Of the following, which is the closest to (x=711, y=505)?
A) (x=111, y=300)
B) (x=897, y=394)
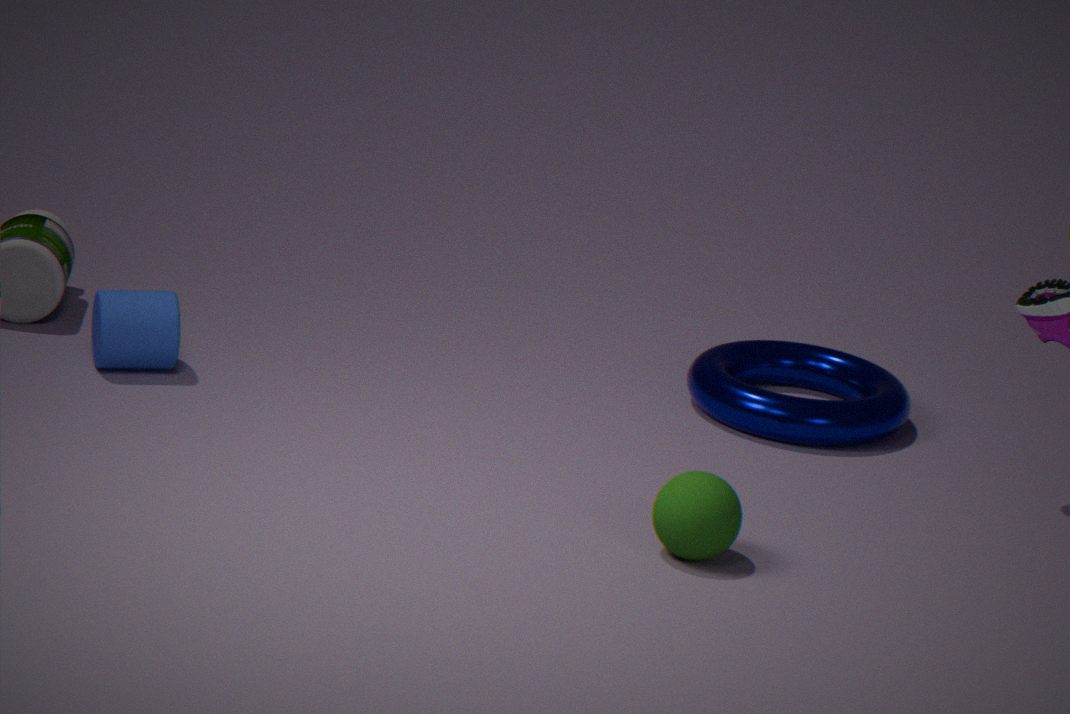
(x=897, y=394)
